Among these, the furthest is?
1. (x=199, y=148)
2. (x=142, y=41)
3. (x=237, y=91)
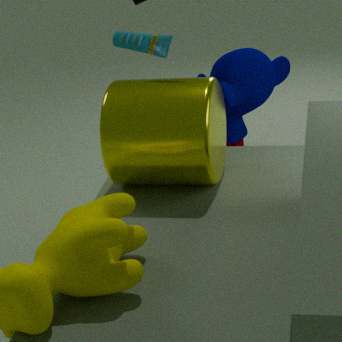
(x=142, y=41)
